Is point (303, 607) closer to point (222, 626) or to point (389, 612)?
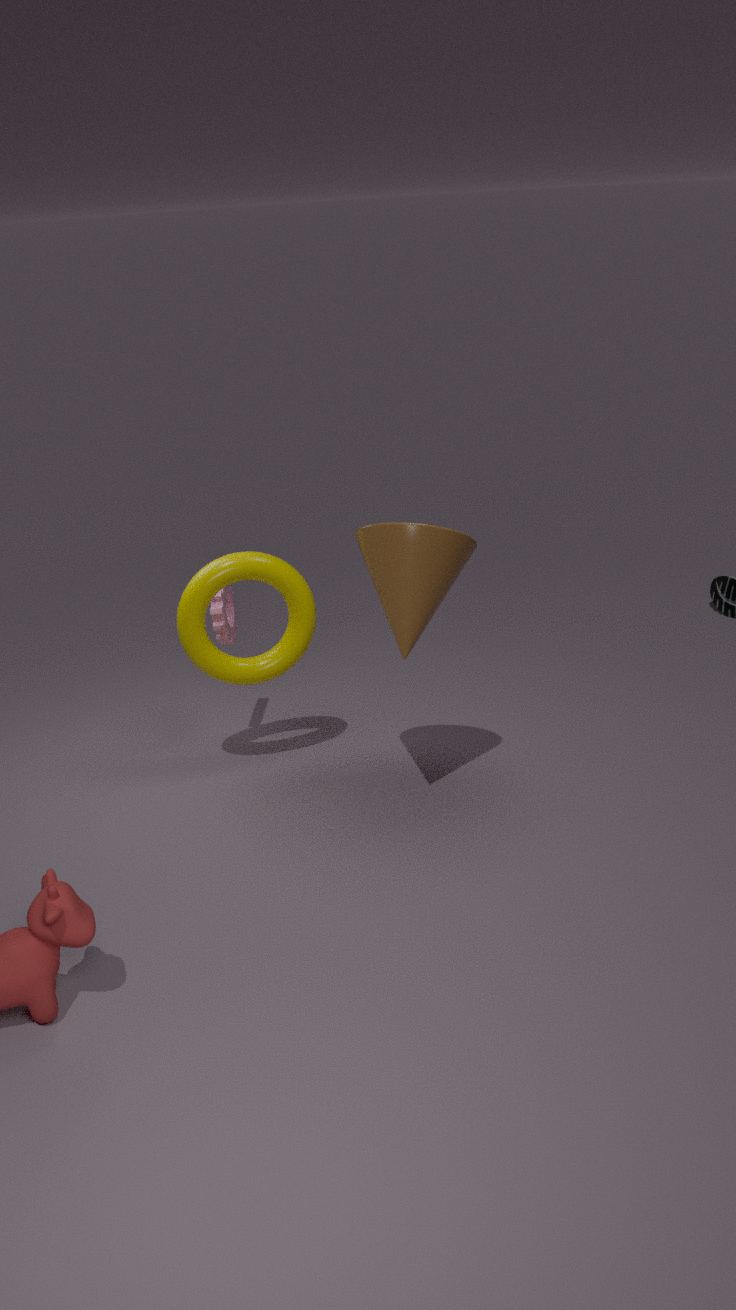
point (222, 626)
